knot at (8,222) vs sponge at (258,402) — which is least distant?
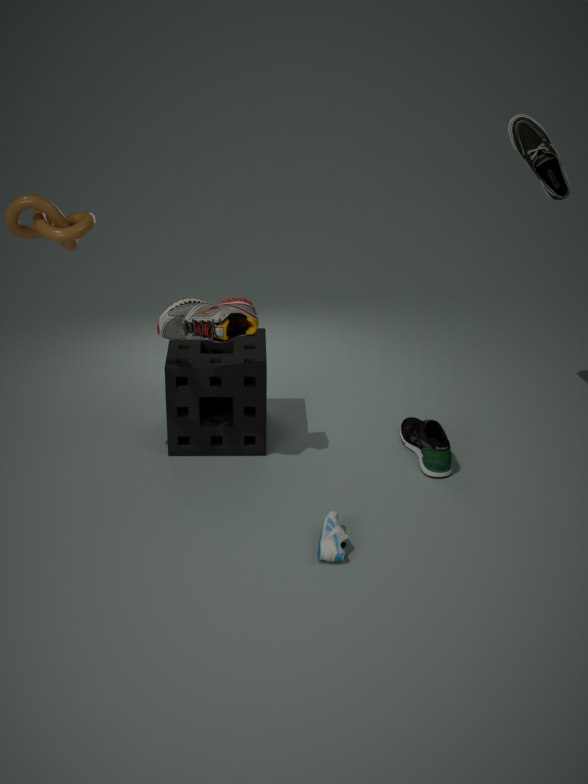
knot at (8,222)
